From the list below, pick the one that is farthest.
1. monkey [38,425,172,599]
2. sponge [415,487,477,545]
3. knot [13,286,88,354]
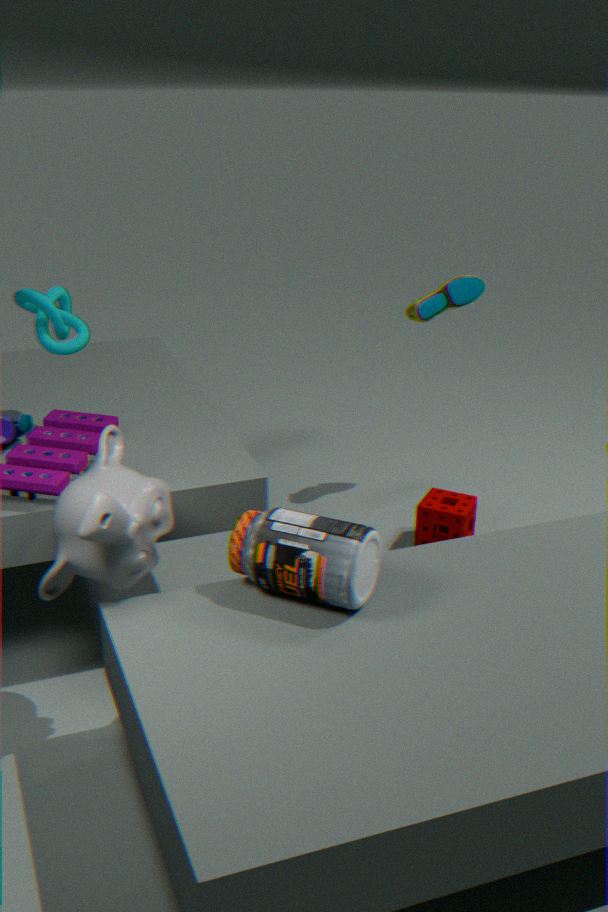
sponge [415,487,477,545]
